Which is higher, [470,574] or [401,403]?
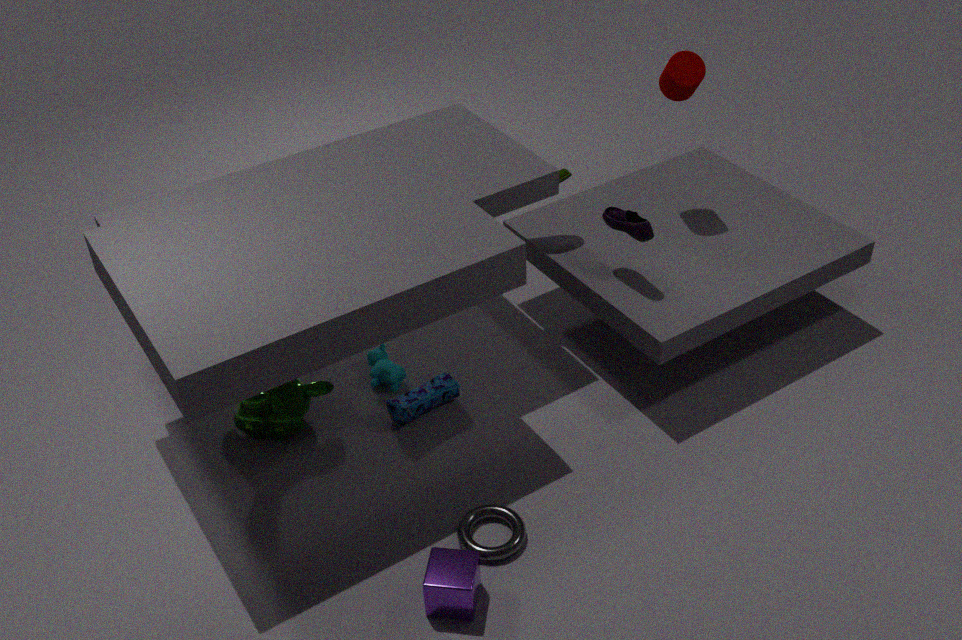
[470,574]
